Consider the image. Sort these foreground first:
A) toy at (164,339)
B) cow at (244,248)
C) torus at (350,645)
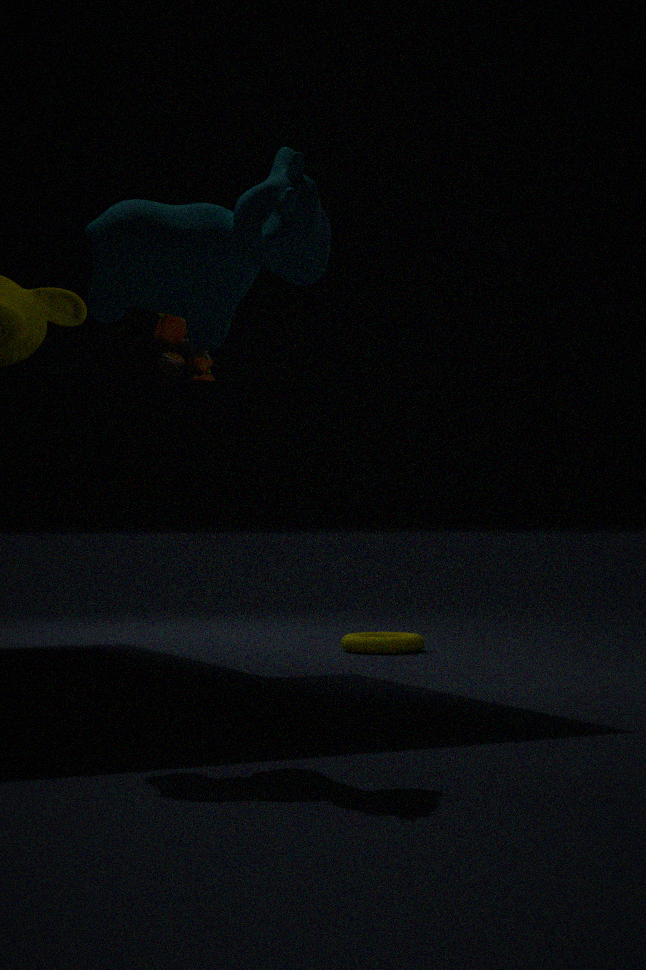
1. cow at (244,248)
2. toy at (164,339)
3. torus at (350,645)
